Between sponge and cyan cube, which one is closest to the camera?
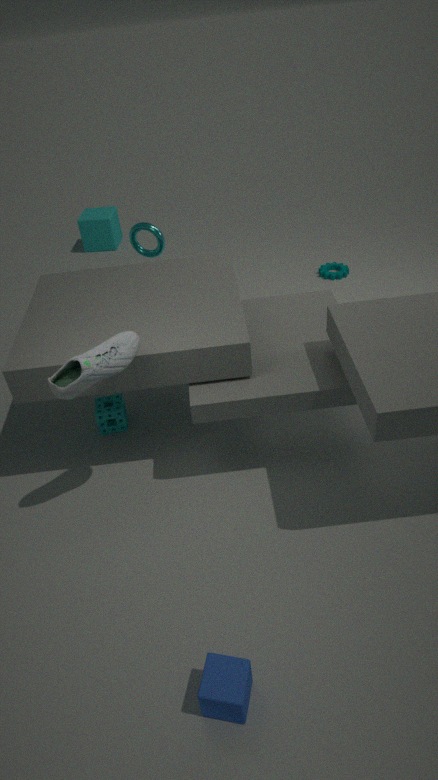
sponge
